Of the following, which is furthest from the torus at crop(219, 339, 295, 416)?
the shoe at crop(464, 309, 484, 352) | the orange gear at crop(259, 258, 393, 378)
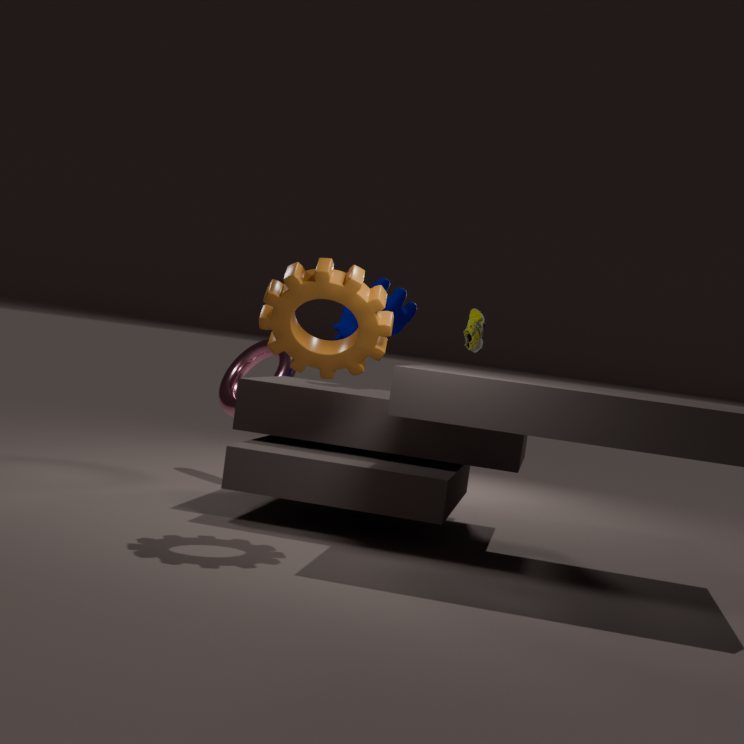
the orange gear at crop(259, 258, 393, 378)
